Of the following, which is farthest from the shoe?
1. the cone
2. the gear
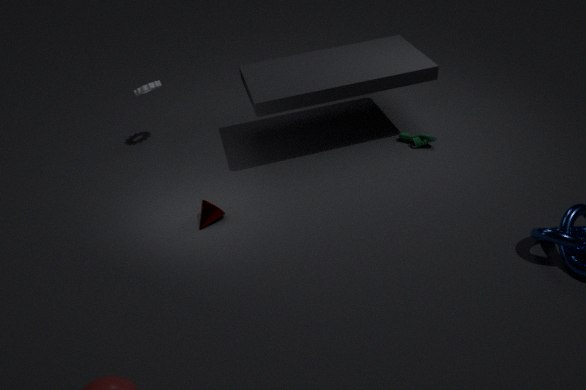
the gear
